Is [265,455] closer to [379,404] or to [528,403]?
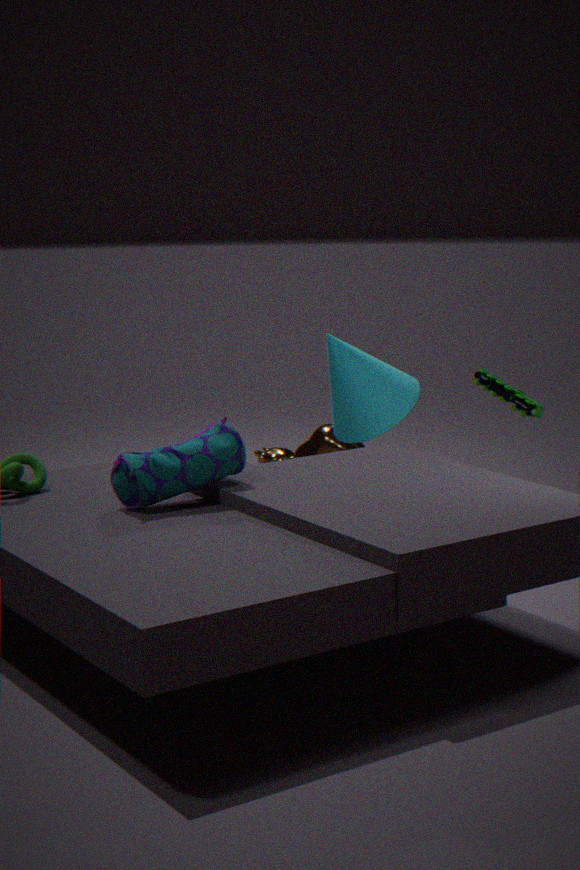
[379,404]
